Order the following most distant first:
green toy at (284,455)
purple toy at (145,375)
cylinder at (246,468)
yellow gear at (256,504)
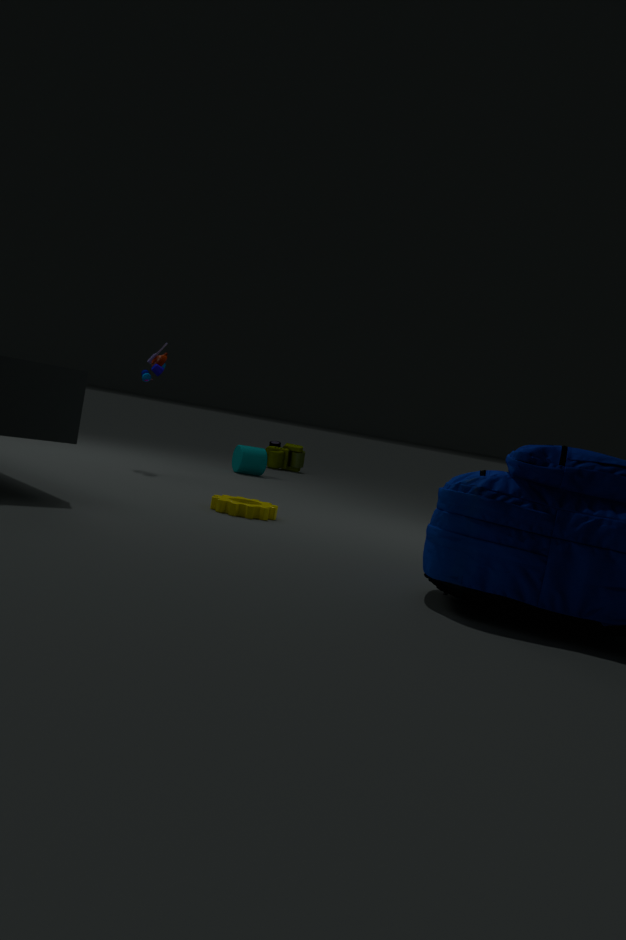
green toy at (284,455), cylinder at (246,468), purple toy at (145,375), yellow gear at (256,504)
